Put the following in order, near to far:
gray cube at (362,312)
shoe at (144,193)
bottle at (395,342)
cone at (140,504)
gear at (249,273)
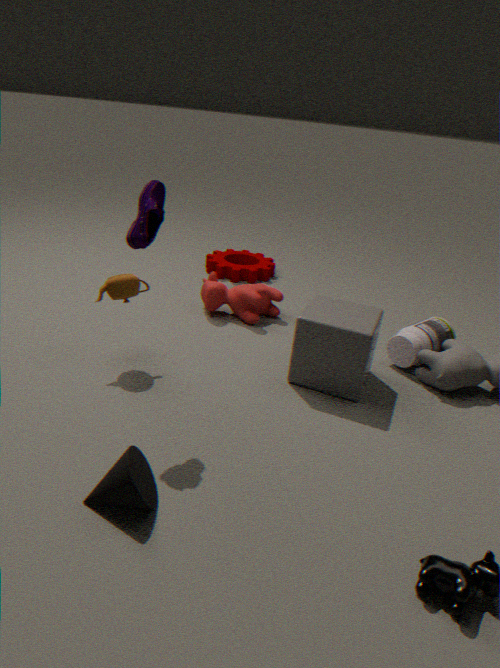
cone at (140,504), shoe at (144,193), gray cube at (362,312), bottle at (395,342), gear at (249,273)
